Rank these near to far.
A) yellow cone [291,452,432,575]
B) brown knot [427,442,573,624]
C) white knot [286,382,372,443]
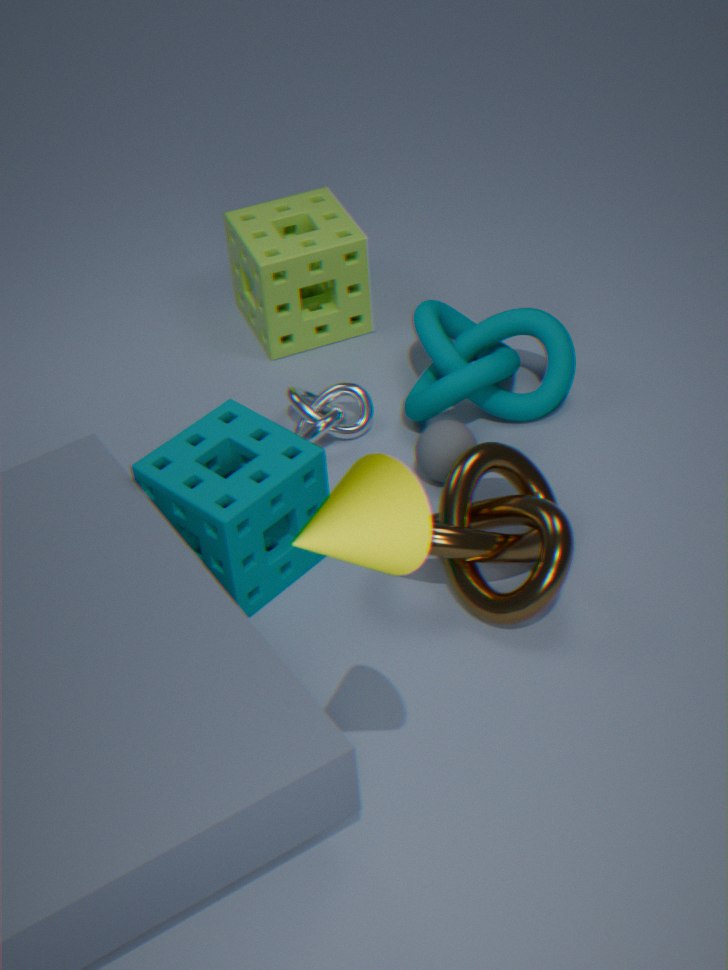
1. yellow cone [291,452,432,575]
2. brown knot [427,442,573,624]
3. white knot [286,382,372,443]
